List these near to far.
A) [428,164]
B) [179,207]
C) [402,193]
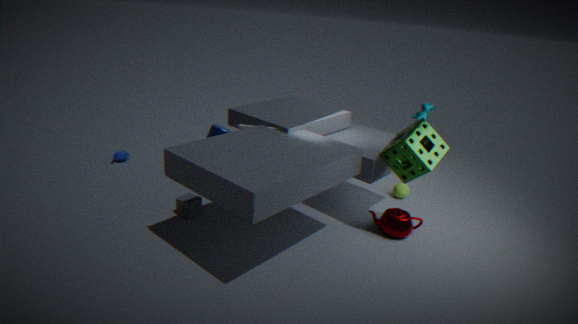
[428,164], [179,207], [402,193]
